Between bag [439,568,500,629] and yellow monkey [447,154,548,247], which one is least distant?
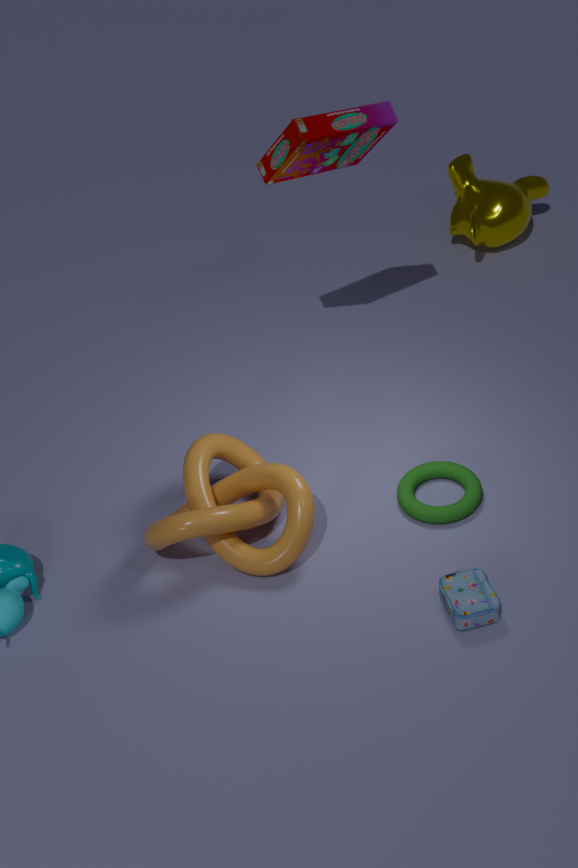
bag [439,568,500,629]
